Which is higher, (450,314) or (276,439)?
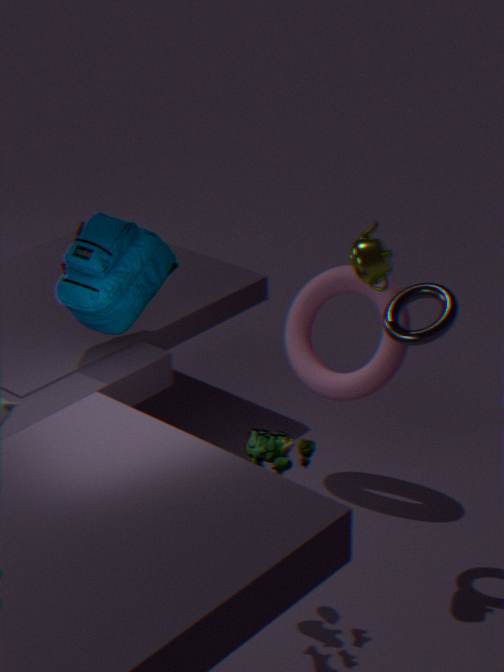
(450,314)
